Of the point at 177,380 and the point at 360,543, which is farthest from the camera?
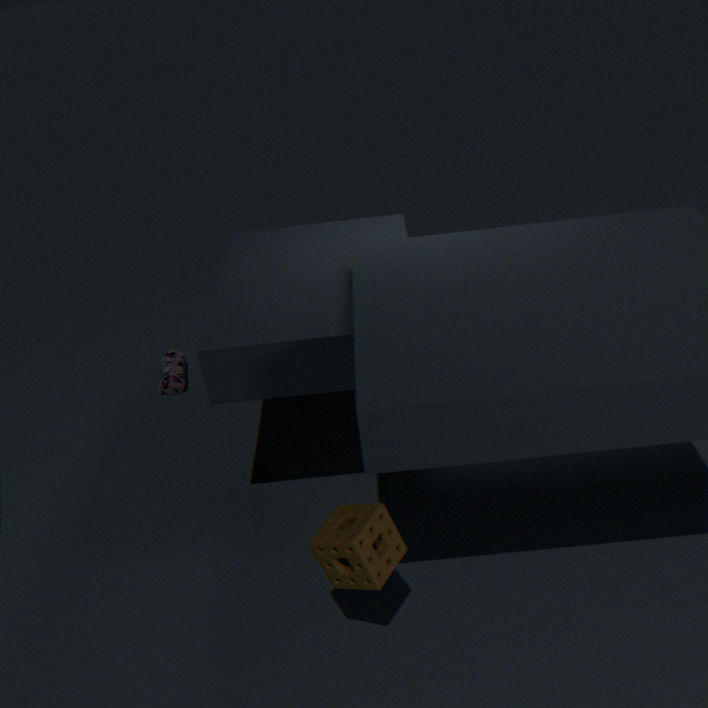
the point at 177,380
